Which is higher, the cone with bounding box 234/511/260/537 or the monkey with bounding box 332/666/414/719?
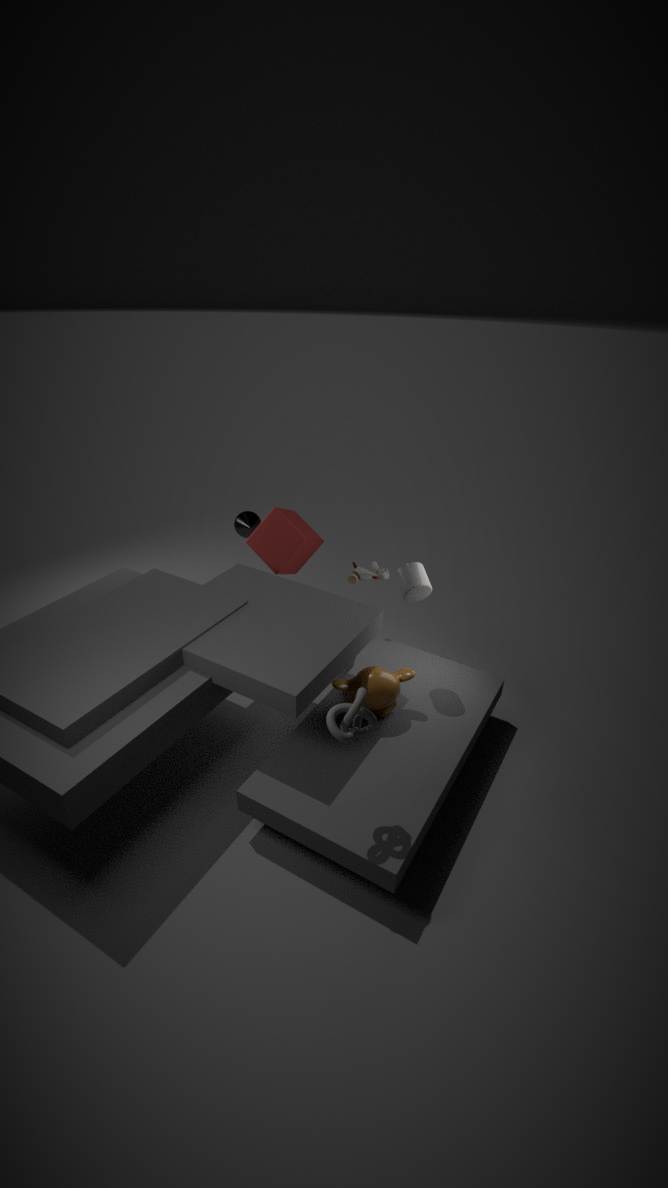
the cone with bounding box 234/511/260/537
